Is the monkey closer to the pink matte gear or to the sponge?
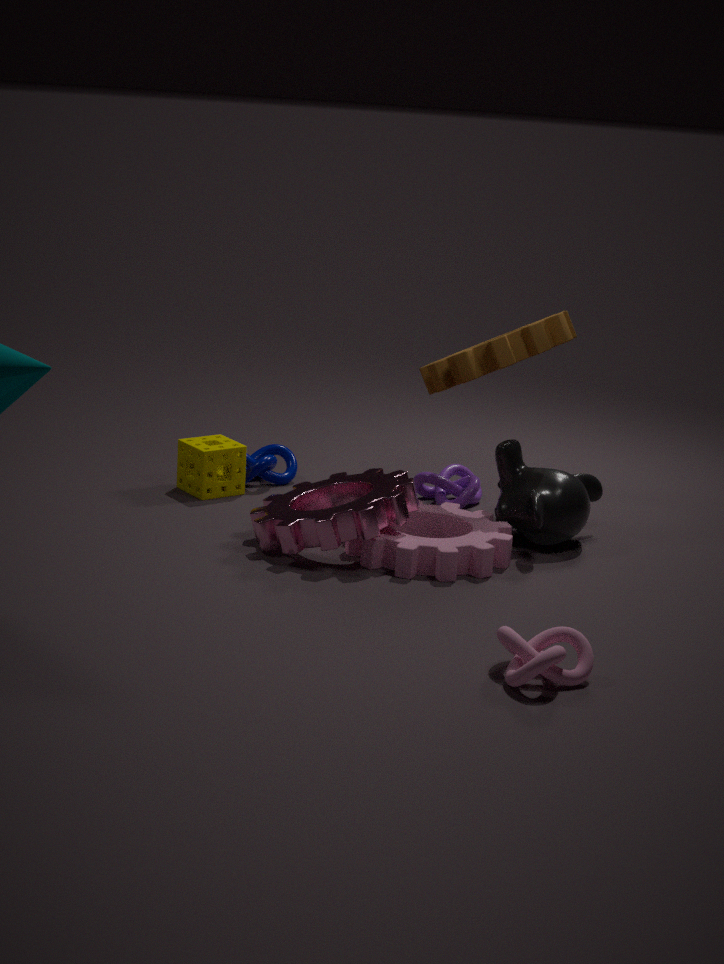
the pink matte gear
